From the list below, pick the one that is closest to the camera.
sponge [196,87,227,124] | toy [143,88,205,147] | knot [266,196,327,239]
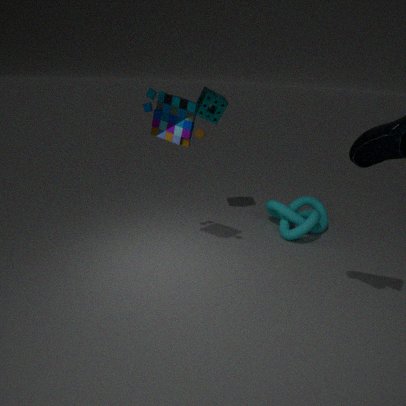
toy [143,88,205,147]
